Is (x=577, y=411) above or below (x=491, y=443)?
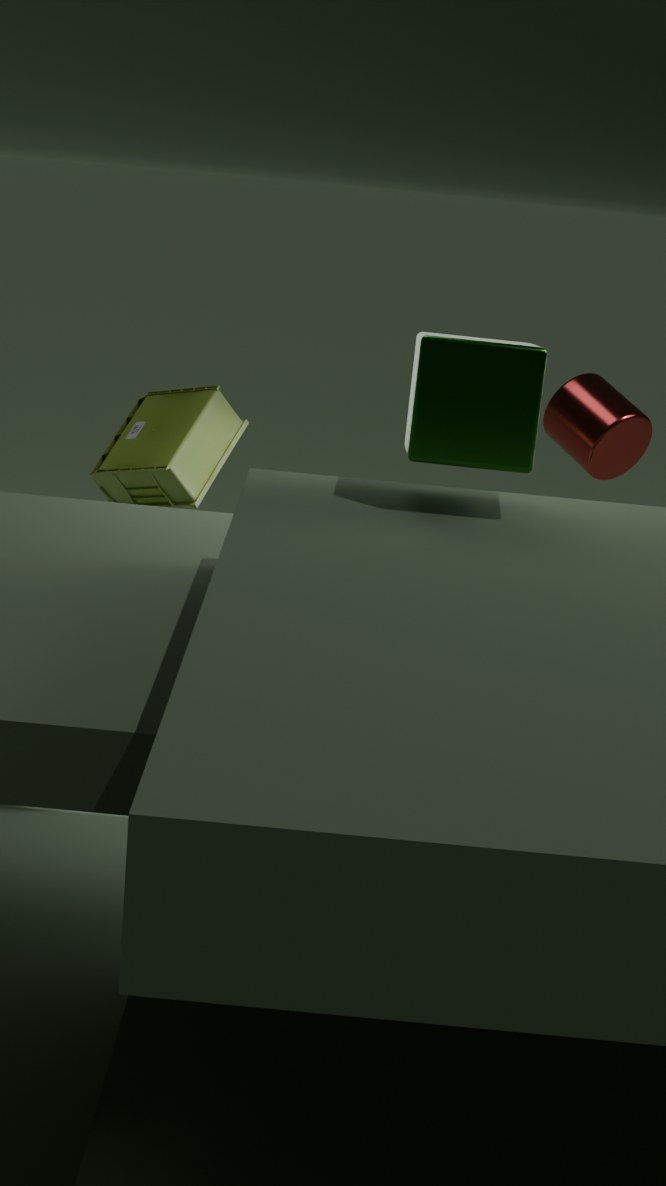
below
